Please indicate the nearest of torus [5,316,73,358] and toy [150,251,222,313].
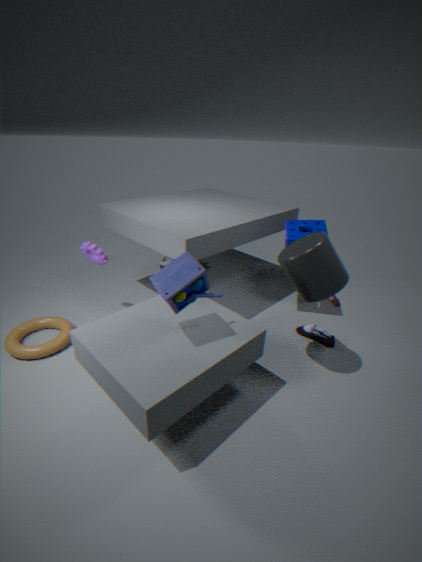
toy [150,251,222,313]
